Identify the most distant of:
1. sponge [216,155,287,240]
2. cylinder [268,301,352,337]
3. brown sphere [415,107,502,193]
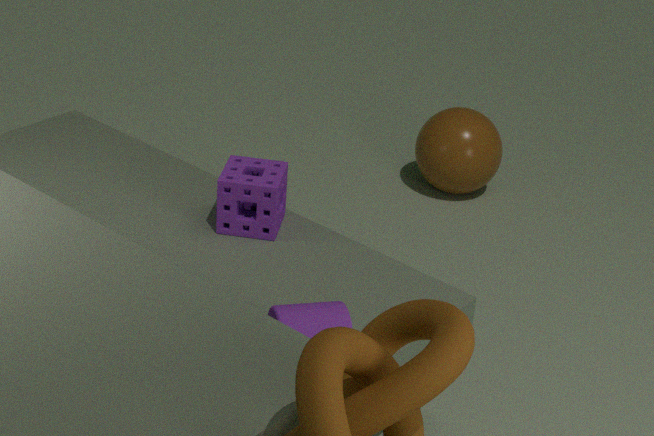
brown sphere [415,107,502,193]
